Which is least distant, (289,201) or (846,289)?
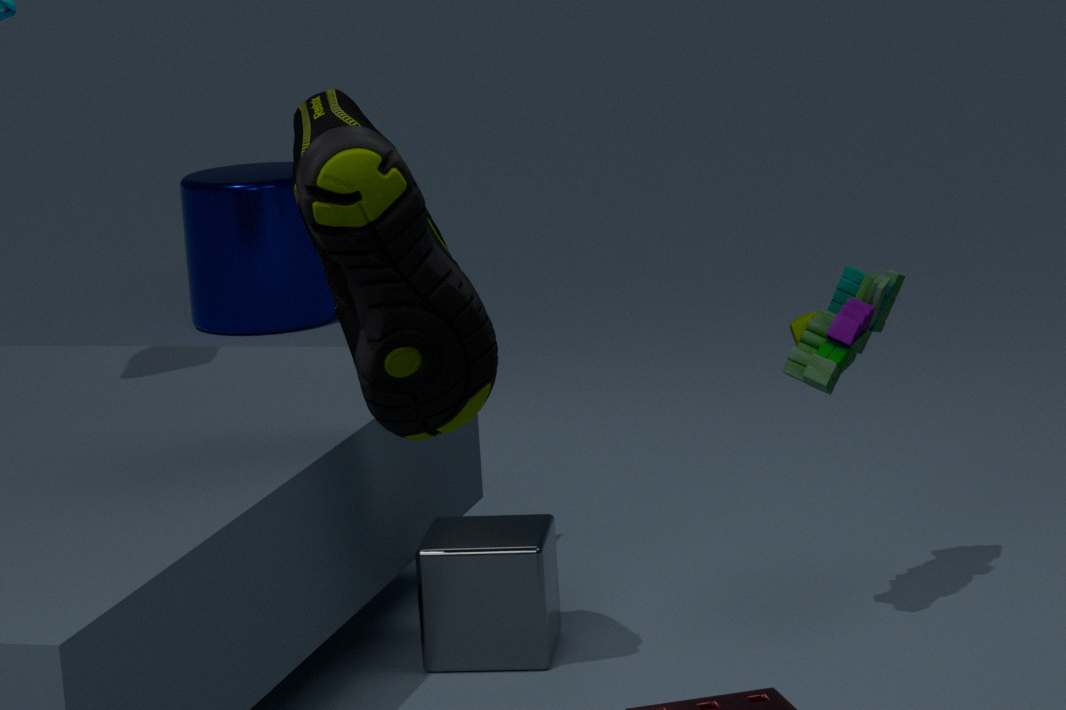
(846,289)
